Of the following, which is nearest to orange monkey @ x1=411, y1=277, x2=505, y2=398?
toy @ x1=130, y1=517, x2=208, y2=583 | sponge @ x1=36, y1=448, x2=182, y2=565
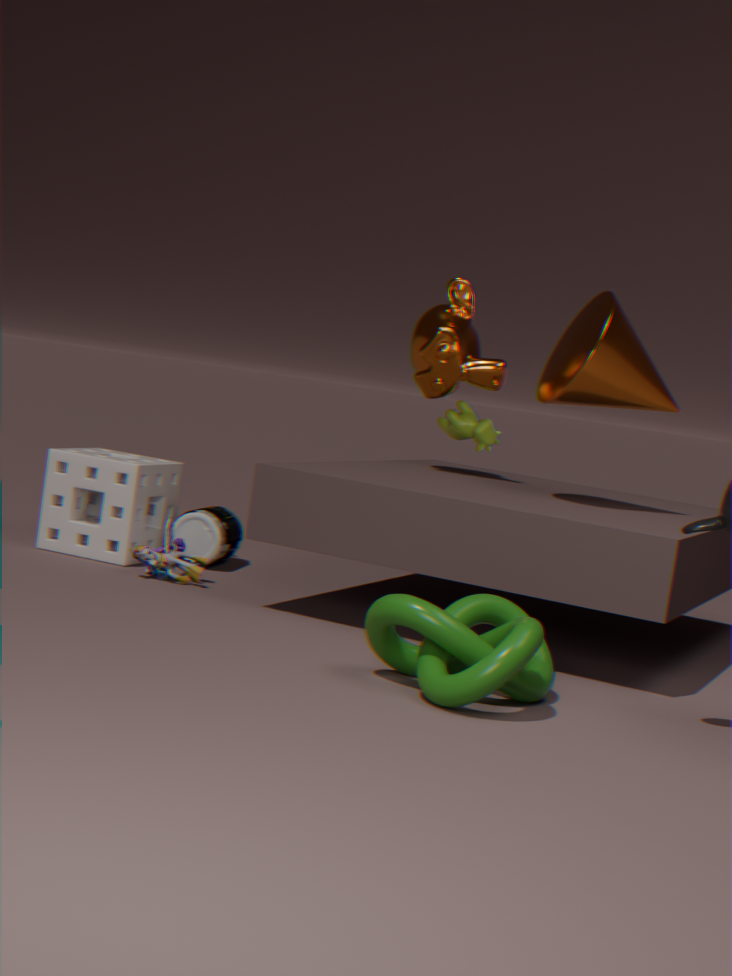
sponge @ x1=36, y1=448, x2=182, y2=565
